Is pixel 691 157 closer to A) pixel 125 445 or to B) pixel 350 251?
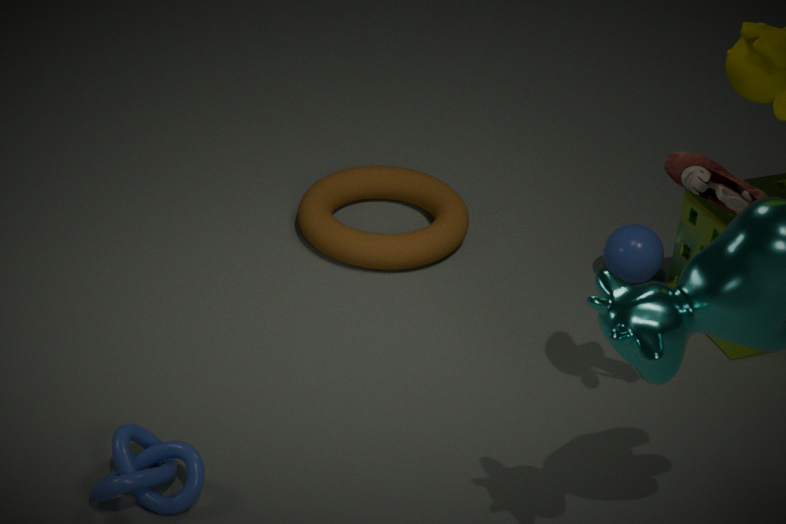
B) pixel 350 251
